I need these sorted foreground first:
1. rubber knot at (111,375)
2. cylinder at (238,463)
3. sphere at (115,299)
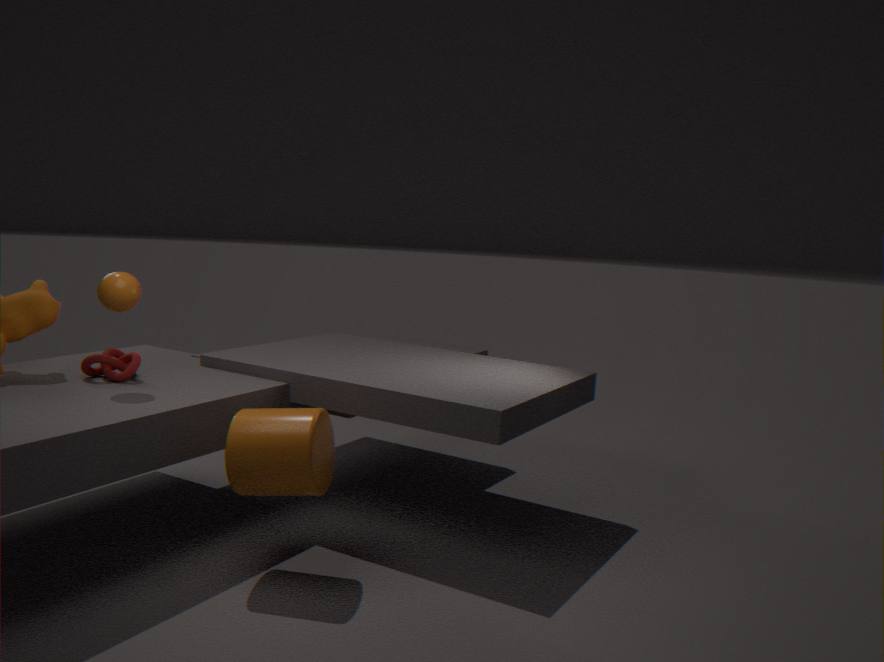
cylinder at (238,463), sphere at (115,299), rubber knot at (111,375)
